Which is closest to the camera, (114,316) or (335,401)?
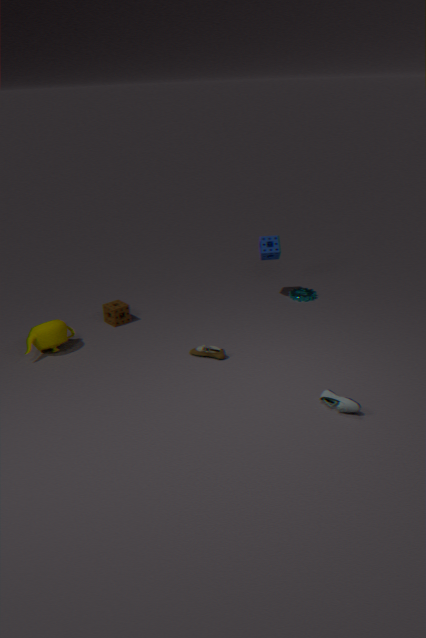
(335,401)
